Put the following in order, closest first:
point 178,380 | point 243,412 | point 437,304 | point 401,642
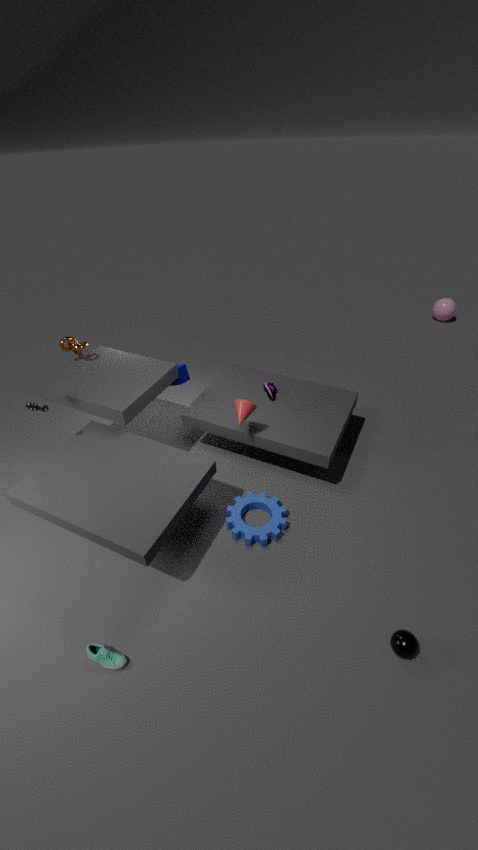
point 401,642 → point 243,412 → point 178,380 → point 437,304
